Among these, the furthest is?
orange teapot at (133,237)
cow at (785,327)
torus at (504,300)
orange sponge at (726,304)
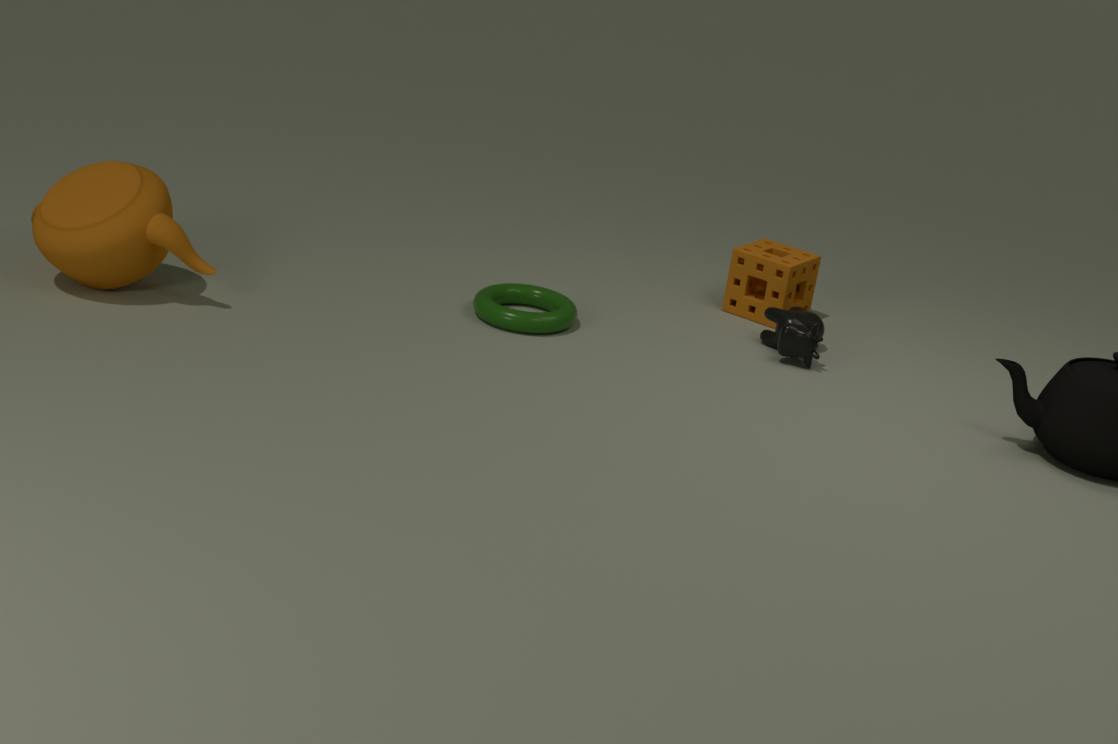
orange sponge at (726,304)
